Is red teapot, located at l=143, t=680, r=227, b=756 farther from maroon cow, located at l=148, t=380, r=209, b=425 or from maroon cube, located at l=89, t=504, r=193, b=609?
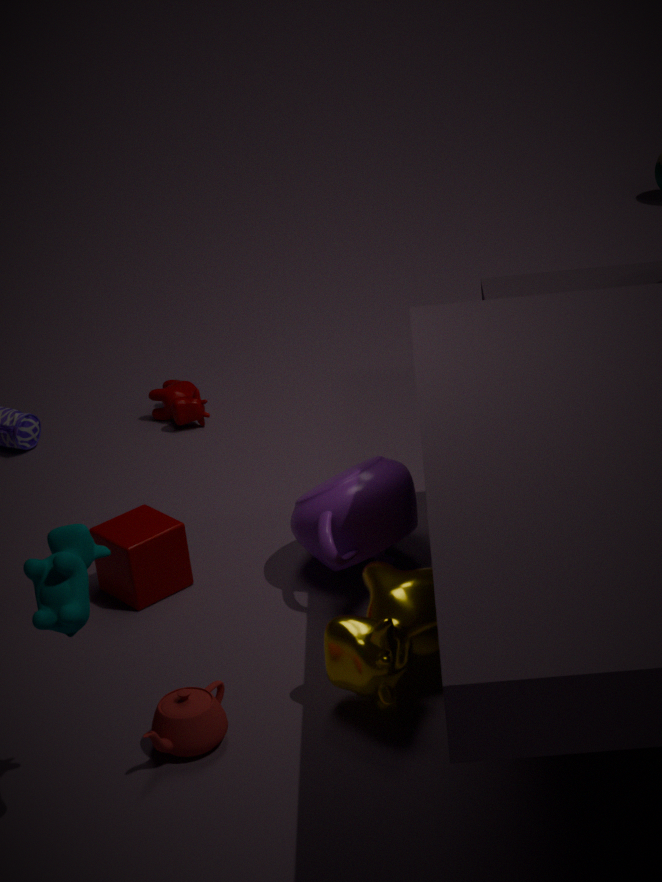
maroon cow, located at l=148, t=380, r=209, b=425
